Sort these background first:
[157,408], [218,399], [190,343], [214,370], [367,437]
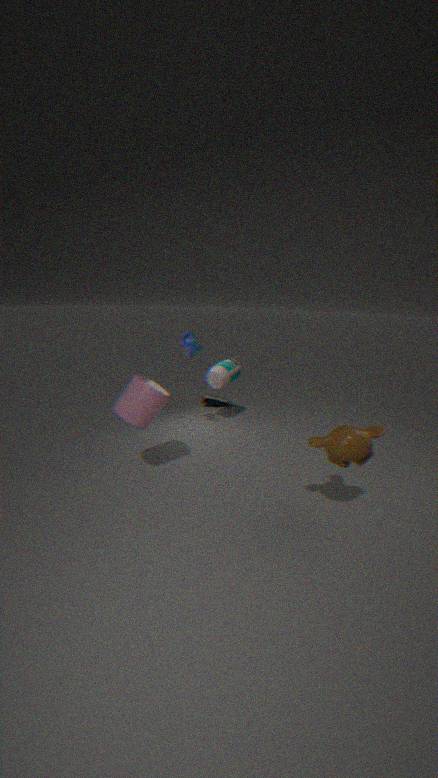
[218,399], [214,370], [190,343], [157,408], [367,437]
